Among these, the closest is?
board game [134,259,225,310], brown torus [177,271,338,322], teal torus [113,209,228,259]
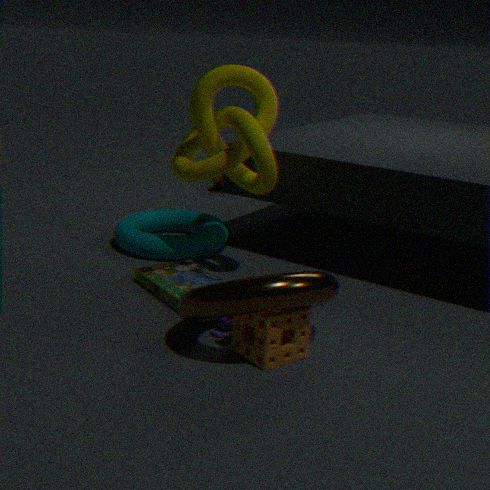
brown torus [177,271,338,322]
